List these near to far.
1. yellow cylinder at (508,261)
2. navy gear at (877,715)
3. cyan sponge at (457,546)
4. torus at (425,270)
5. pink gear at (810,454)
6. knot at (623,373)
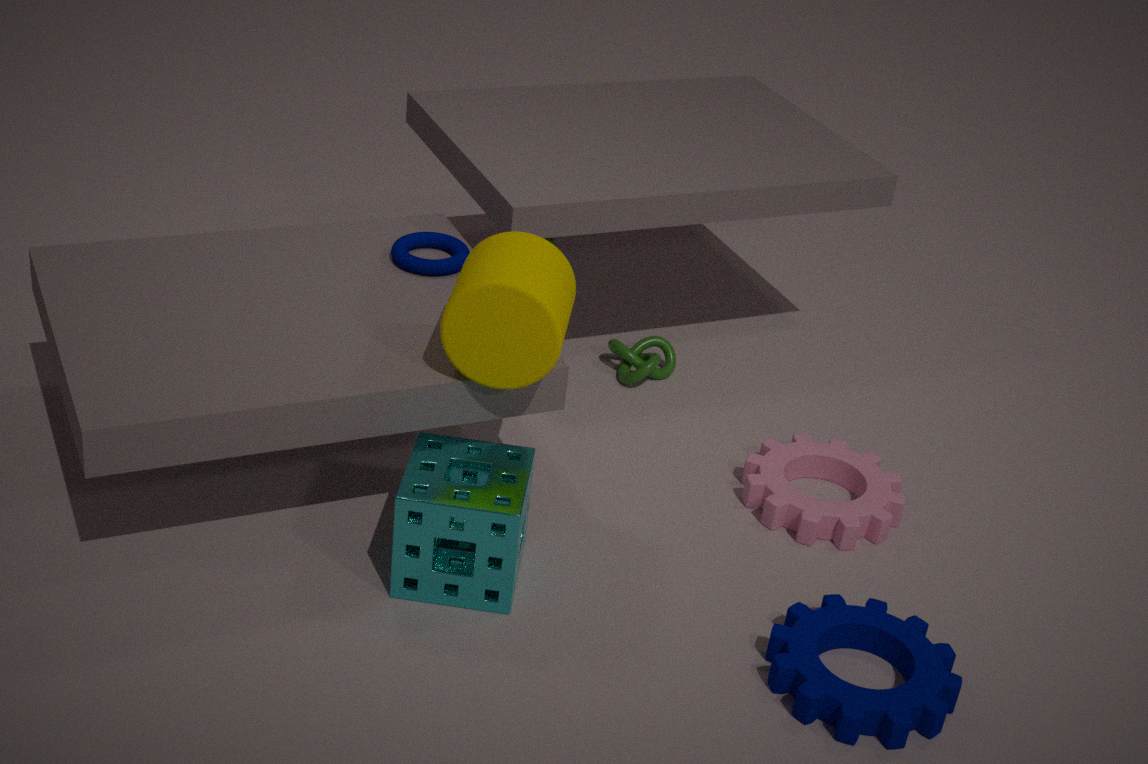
1. navy gear at (877,715)
2. cyan sponge at (457,546)
3. yellow cylinder at (508,261)
4. pink gear at (810,454)
5. torus at (425,270)
6. knot at (623,373)
